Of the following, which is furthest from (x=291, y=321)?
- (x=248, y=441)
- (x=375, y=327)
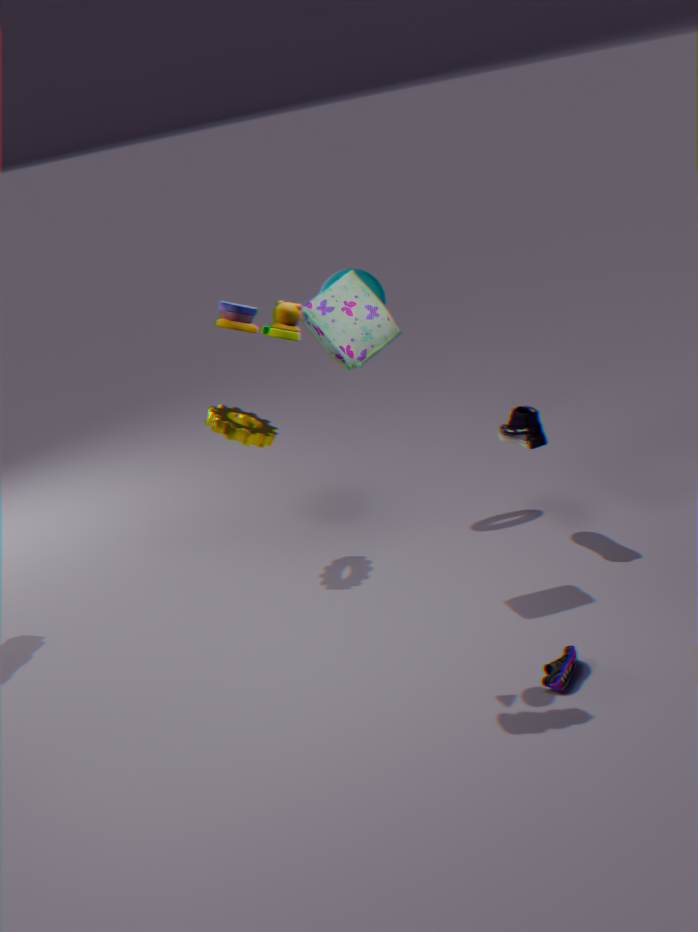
(x=248, y=441)
